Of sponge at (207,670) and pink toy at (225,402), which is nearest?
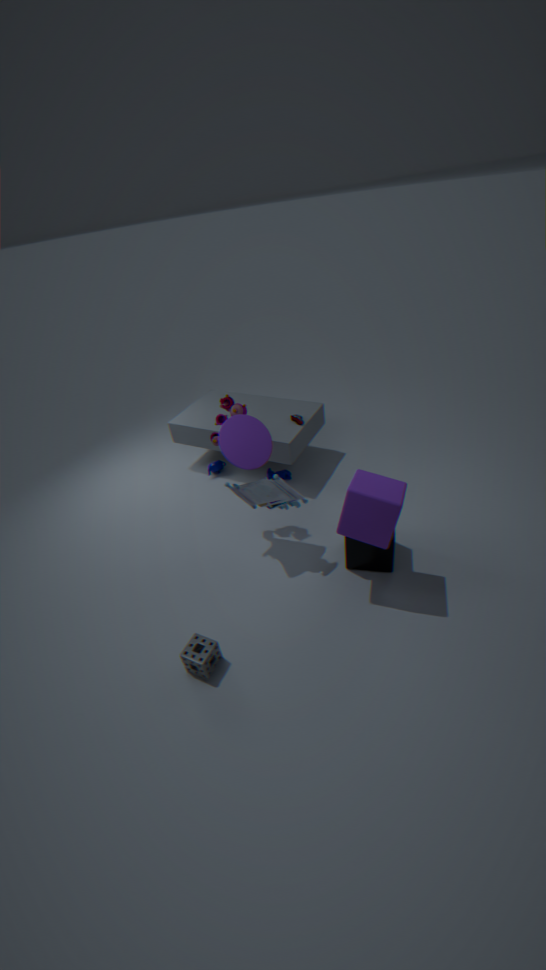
sponge at (207,670)
